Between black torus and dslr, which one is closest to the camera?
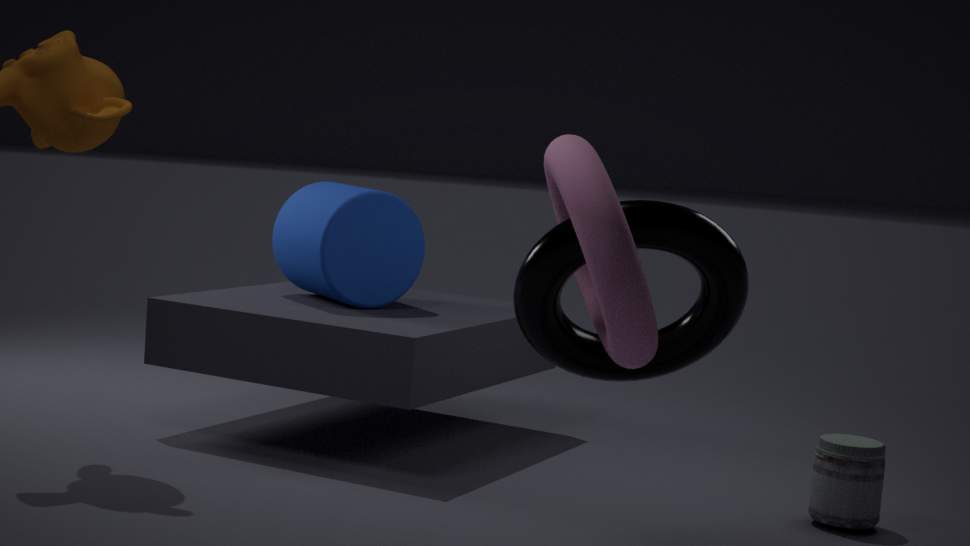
black torus
